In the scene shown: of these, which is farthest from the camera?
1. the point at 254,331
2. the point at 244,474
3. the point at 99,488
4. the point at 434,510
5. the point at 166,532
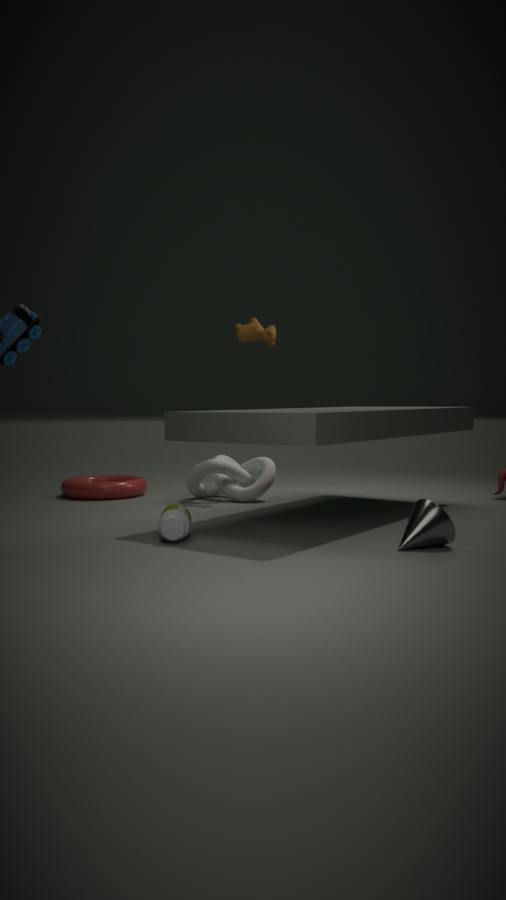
the point at 99,488
